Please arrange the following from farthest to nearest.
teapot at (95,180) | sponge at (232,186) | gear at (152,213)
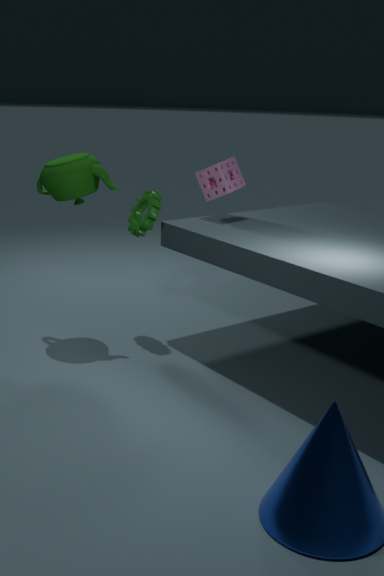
sponge at (232,186) → gear at (152,213) → teapot at (95,180)
